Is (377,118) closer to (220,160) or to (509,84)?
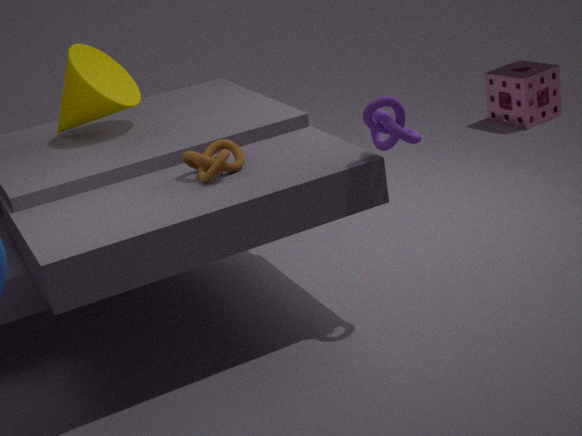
(220,160)
